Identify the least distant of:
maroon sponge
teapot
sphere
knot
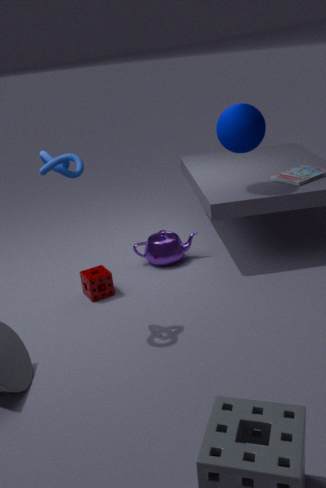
knot
